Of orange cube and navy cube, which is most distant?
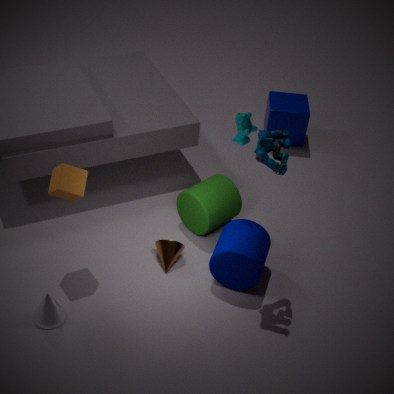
navy cube
